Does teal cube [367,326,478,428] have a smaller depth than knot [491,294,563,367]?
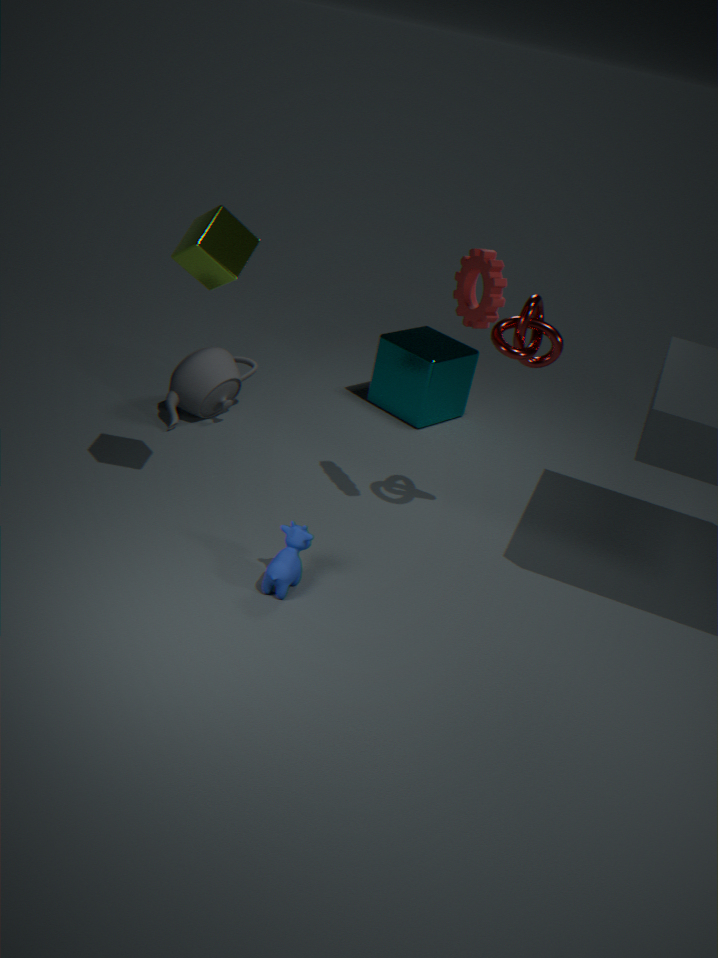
No
